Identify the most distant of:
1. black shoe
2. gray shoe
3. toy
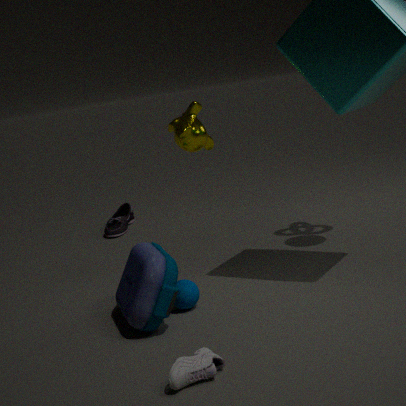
black shoe
